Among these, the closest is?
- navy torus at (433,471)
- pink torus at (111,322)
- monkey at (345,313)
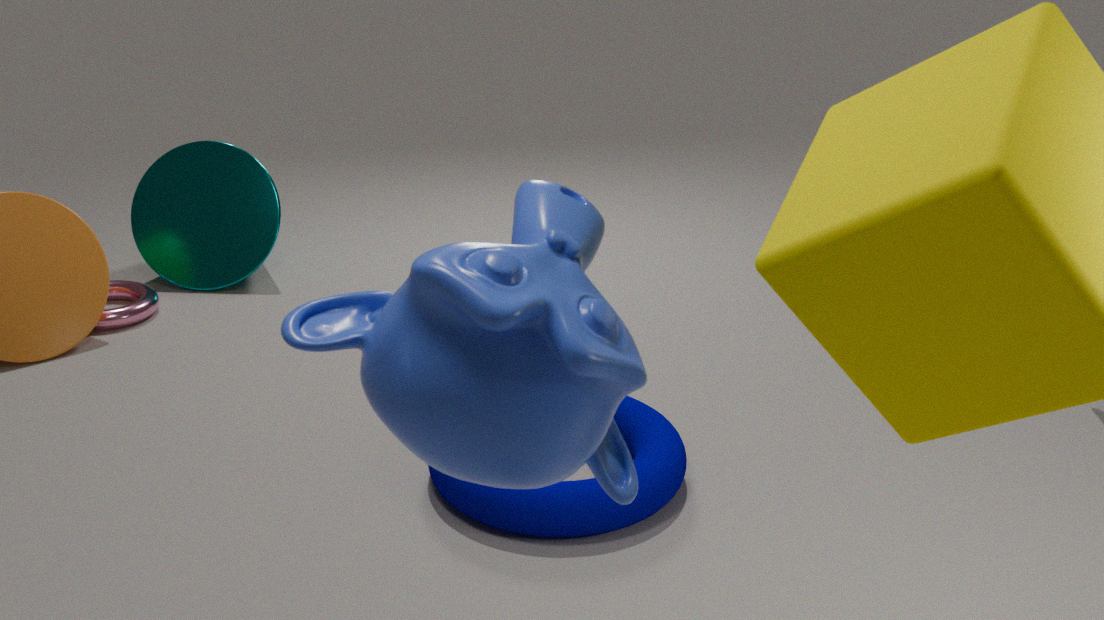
monkey at (345,313)
